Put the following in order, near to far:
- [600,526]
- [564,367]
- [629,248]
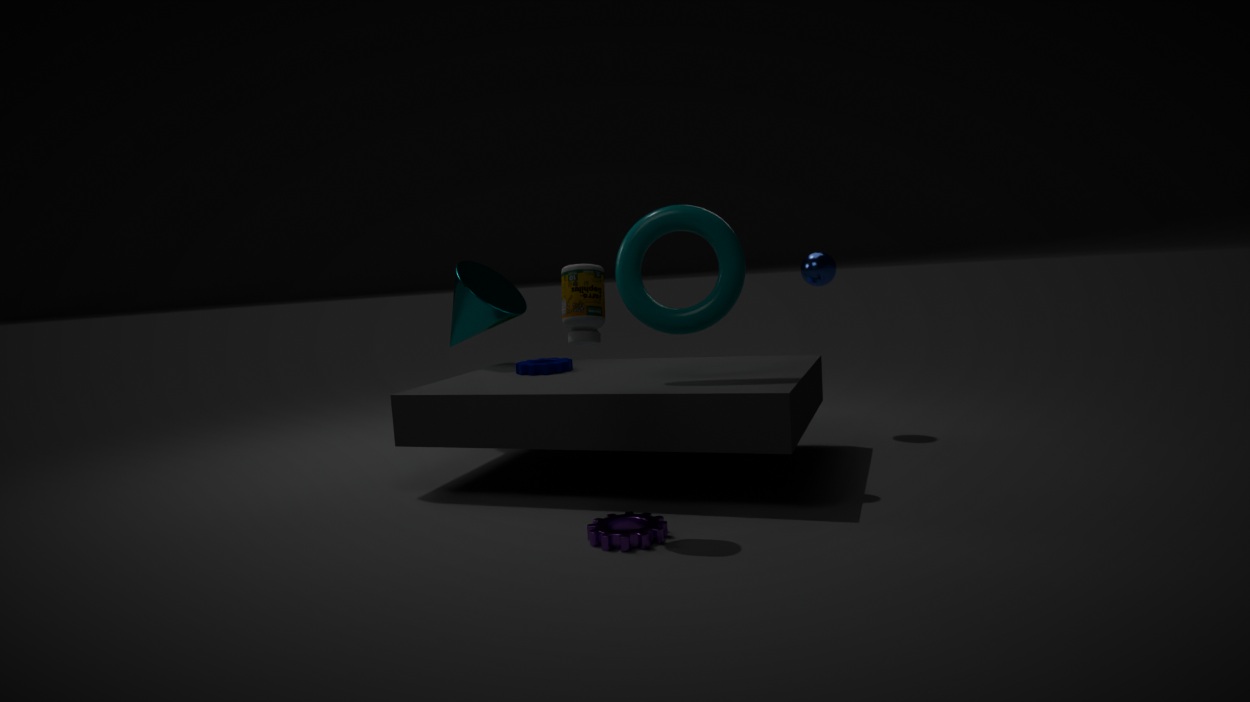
[600,526]
[629,248]
[564,367]
